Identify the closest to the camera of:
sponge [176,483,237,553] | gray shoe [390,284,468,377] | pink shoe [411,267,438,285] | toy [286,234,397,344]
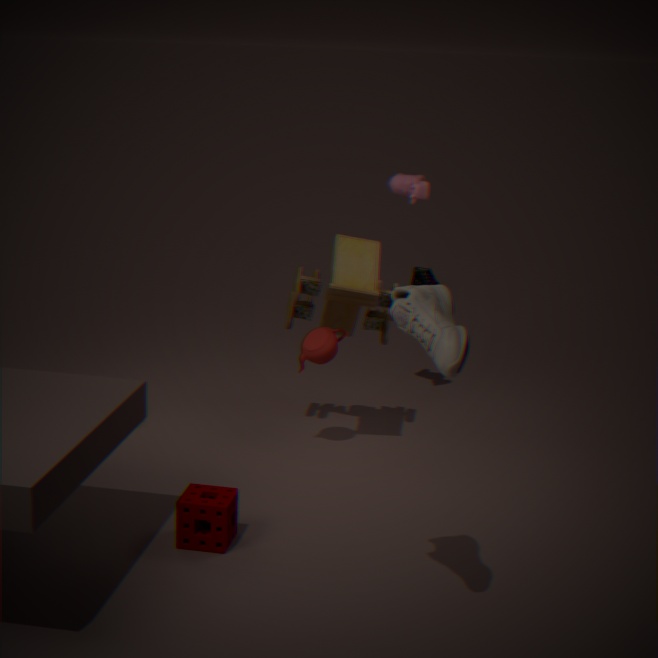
gray shoe [390,284,468,377]
